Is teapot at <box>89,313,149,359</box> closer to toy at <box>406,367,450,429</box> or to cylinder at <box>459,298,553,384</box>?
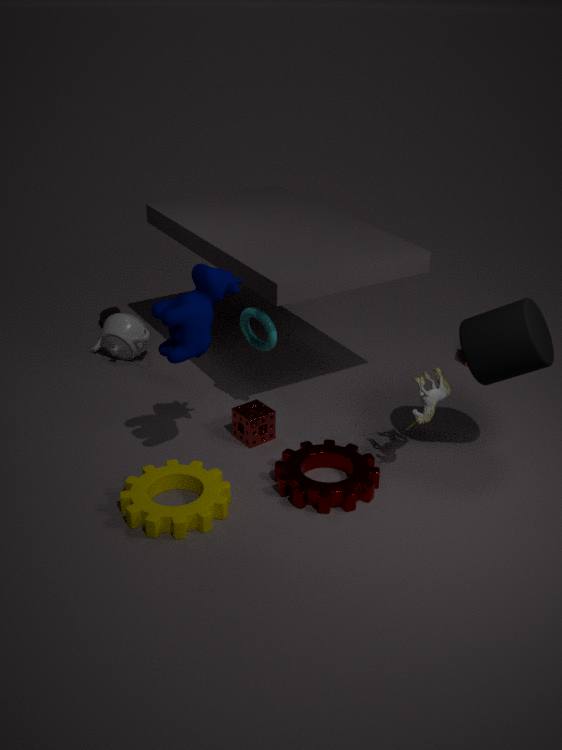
toy at <box>406,367,450,429</box>
